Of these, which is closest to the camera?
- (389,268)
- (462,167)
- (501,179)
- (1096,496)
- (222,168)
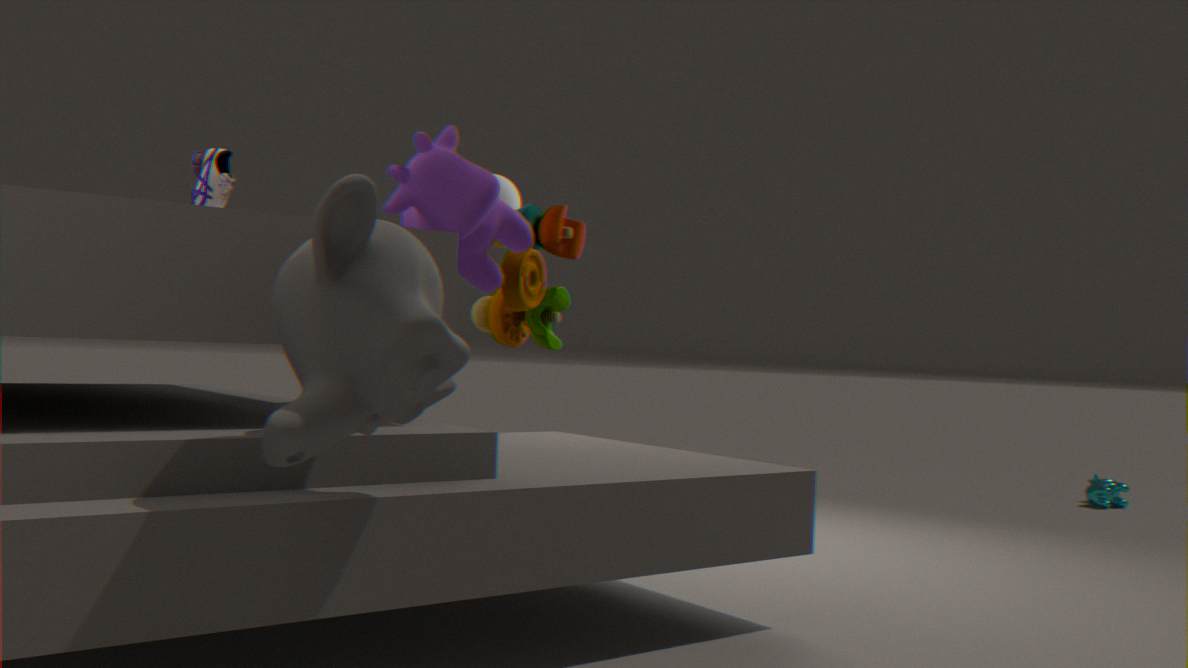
(389,268)
